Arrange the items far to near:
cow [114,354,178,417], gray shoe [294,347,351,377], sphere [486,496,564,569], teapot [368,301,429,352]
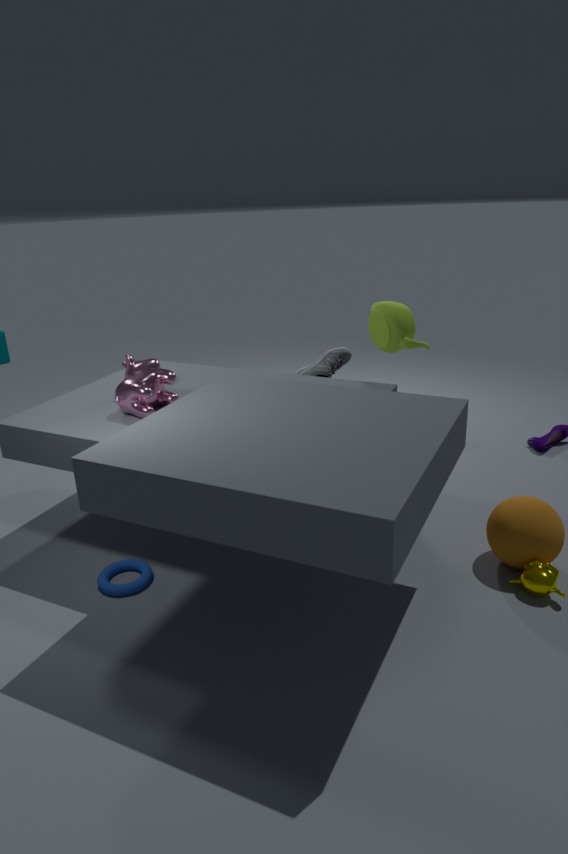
gray shoe [294,347,351,377] < teapot [368,301,429,352] < cow [114,354,178,417] < sphere [486,496,564,569]
